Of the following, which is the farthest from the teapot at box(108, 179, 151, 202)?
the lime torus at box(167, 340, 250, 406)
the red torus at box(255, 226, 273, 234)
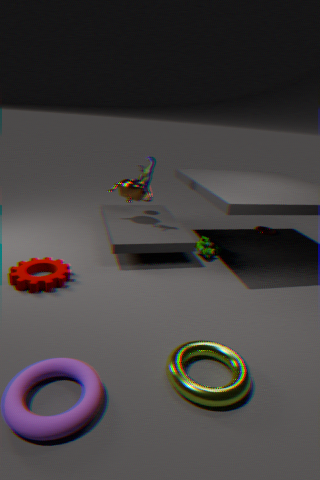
the lime torus at box(167, 340, 250, 406)
